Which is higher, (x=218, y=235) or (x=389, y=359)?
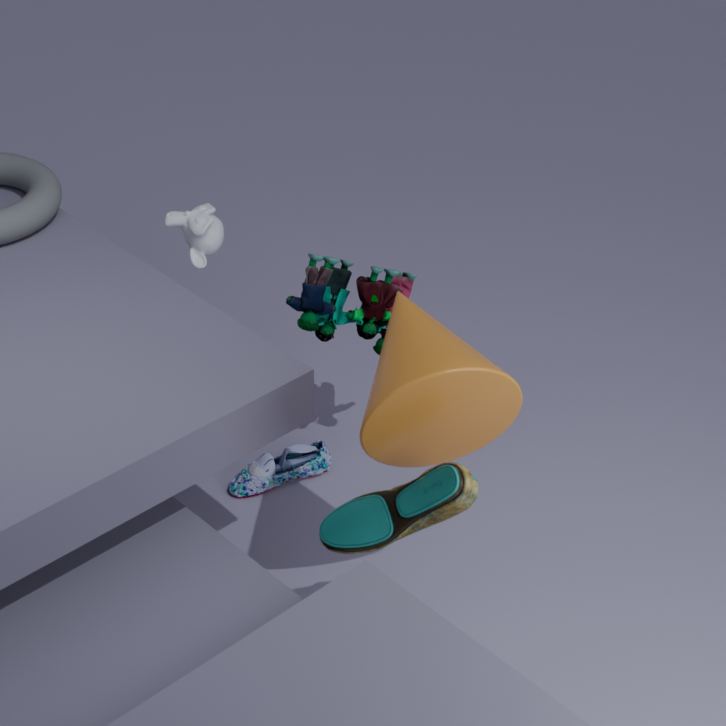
(x=389, y=359)
